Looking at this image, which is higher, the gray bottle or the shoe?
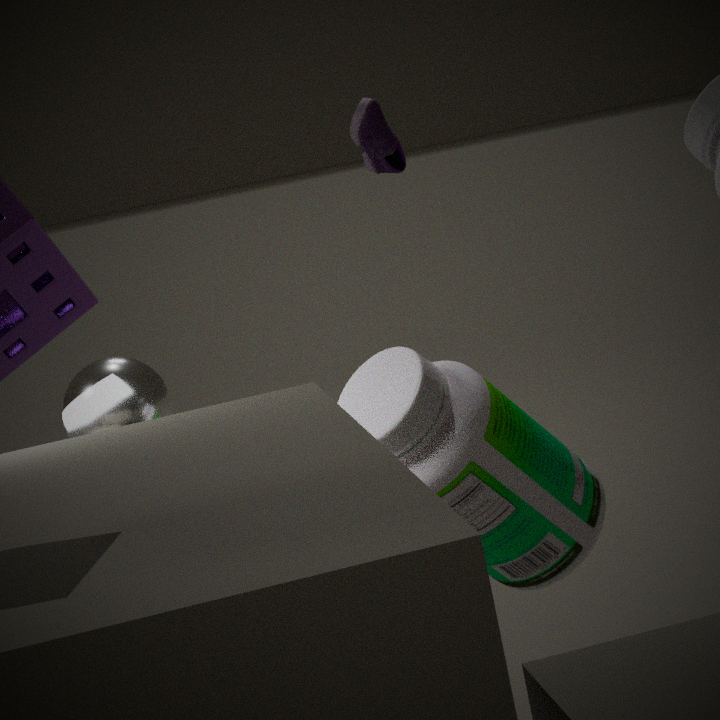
the shoe
